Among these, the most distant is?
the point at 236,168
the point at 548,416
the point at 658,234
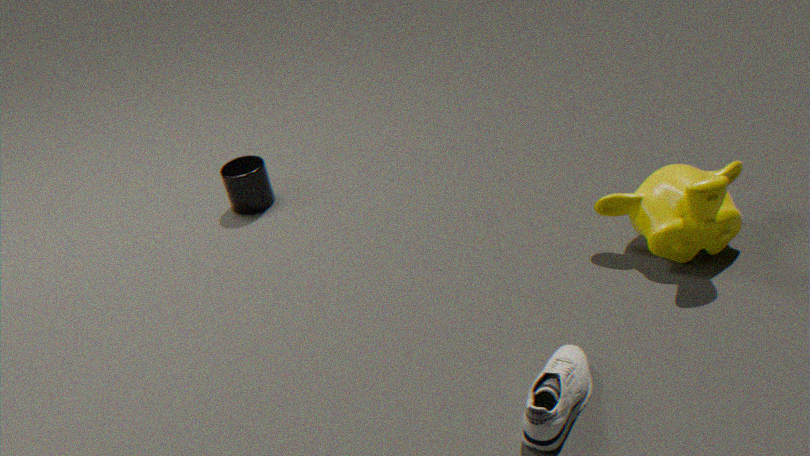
the point at 236,168
